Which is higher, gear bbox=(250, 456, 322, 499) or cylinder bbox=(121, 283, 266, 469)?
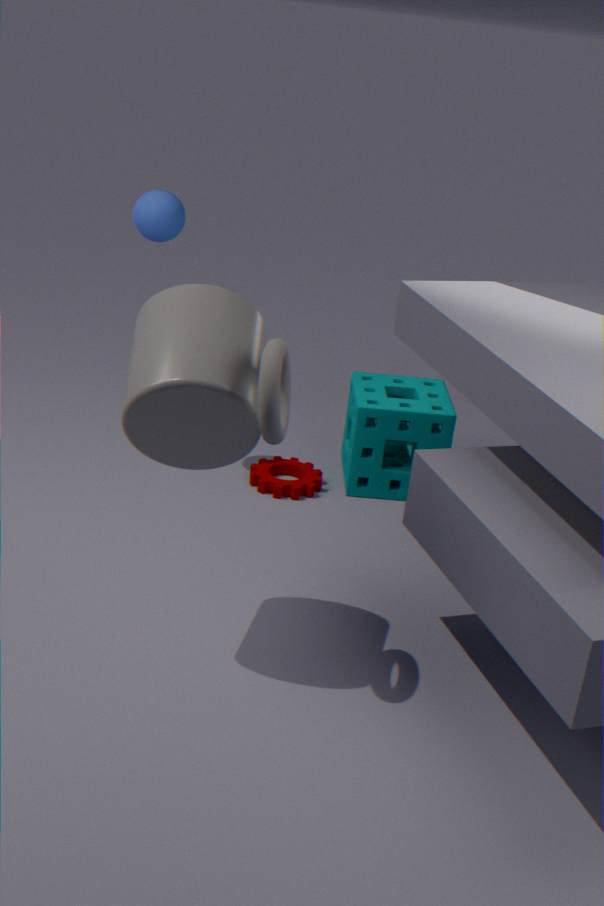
cylinder bbox=(121, 283, 266, 469)
